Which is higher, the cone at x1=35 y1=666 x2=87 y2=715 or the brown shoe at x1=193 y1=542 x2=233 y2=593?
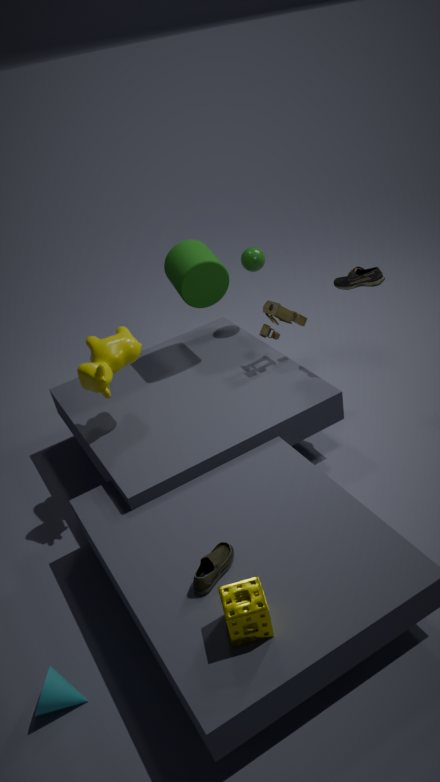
the brown shoe at x1=193 y1=542 x2=233 y2=593
